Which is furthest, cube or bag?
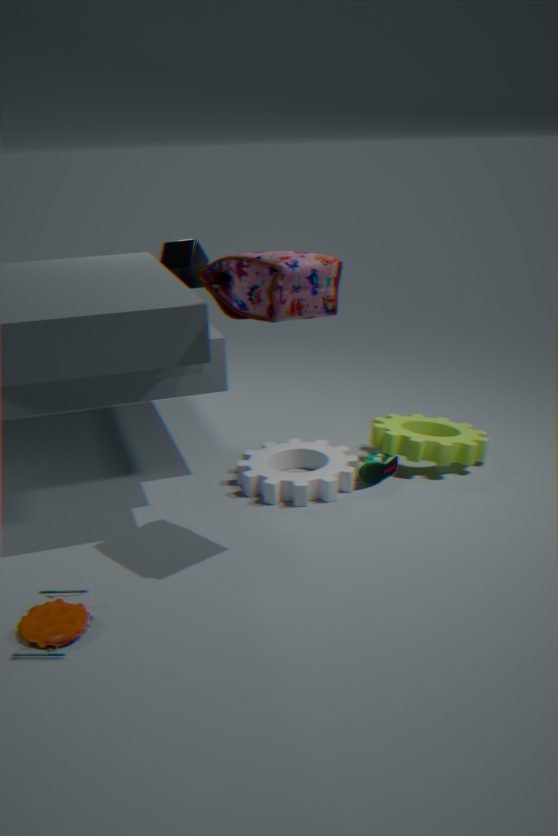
cube
